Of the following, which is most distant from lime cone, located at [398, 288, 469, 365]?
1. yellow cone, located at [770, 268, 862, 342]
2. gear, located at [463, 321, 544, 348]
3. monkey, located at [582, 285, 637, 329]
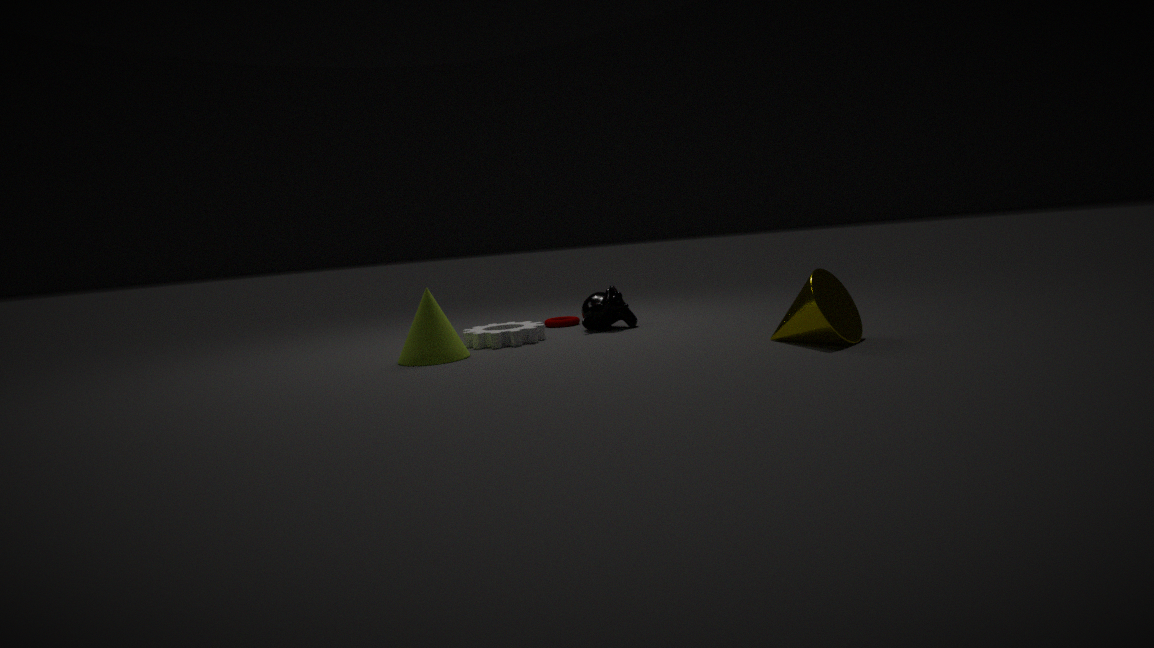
yellow cone, located at [770, 268, 862, 342]
